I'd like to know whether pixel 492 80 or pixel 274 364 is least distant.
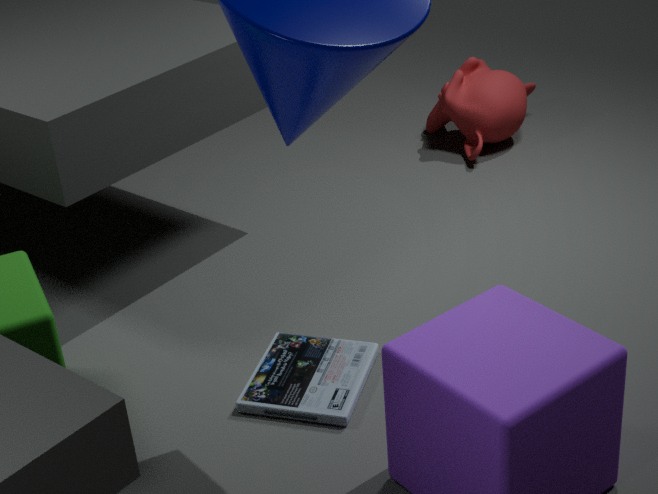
pixel 274 364
